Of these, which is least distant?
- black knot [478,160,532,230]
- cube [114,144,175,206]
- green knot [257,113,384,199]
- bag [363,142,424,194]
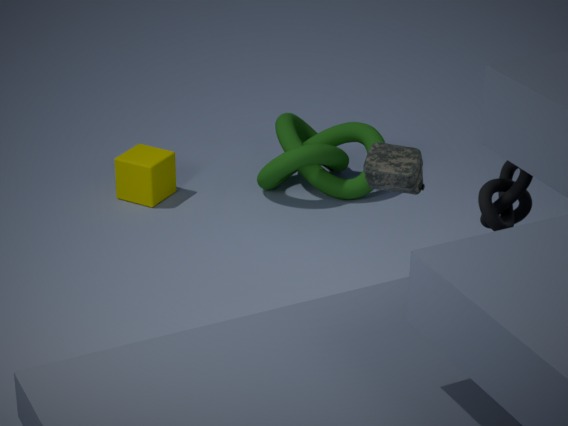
black knot [478,160,532,230]
